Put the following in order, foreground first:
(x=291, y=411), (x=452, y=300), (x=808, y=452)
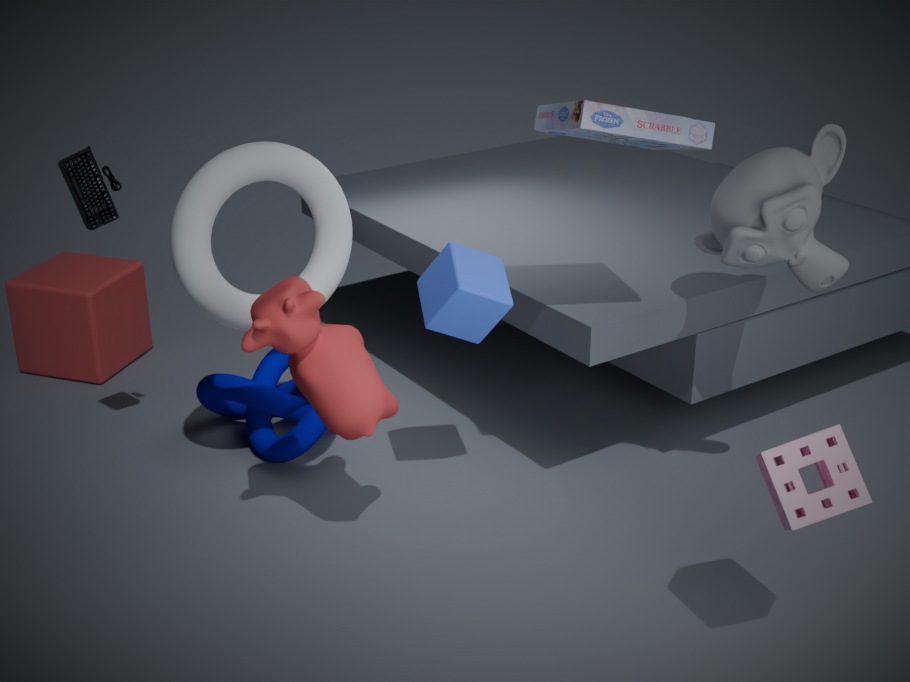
(x=808, y=452) → (x=452, y=300) → (x=291, y=411)
